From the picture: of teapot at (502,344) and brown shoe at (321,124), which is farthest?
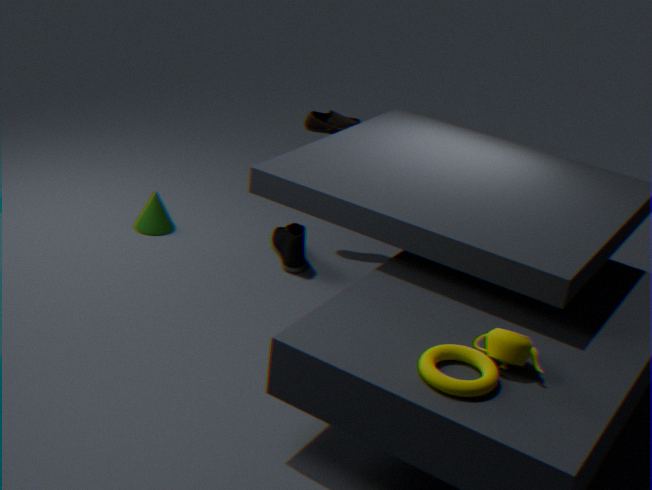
brown shoe at (321,124)
